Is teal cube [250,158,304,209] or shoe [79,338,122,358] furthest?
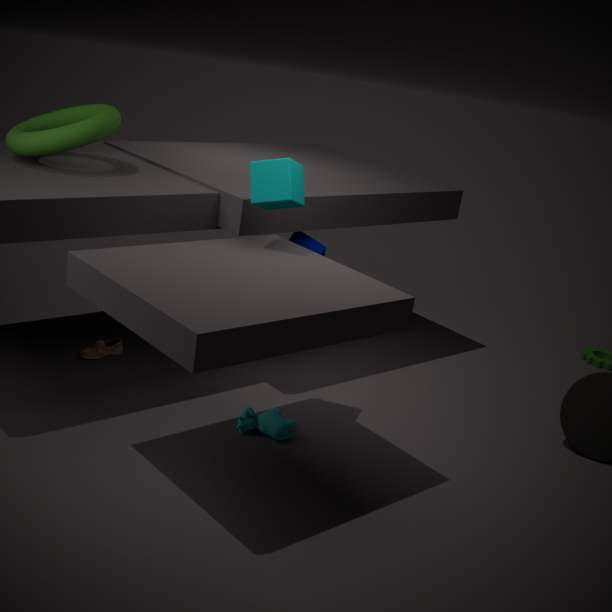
shoe [79,338,122,358]
